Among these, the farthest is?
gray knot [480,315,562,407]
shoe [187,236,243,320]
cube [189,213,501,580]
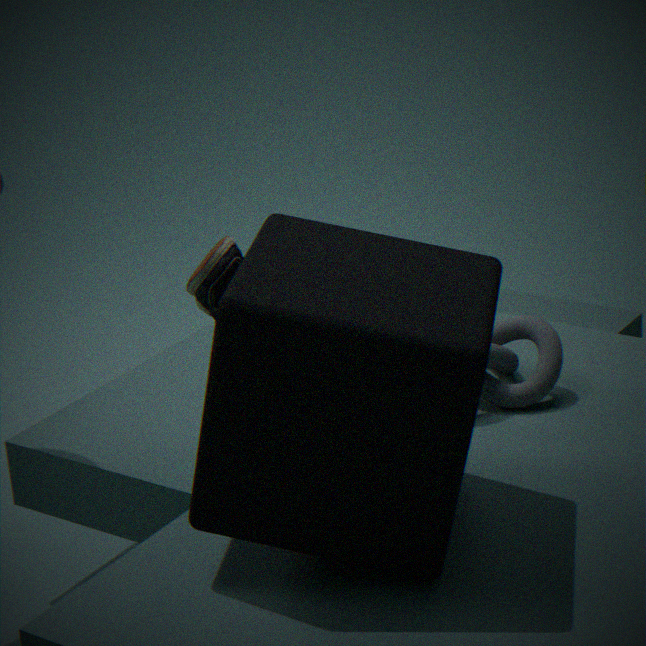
gray knot [480,315,562,407]
